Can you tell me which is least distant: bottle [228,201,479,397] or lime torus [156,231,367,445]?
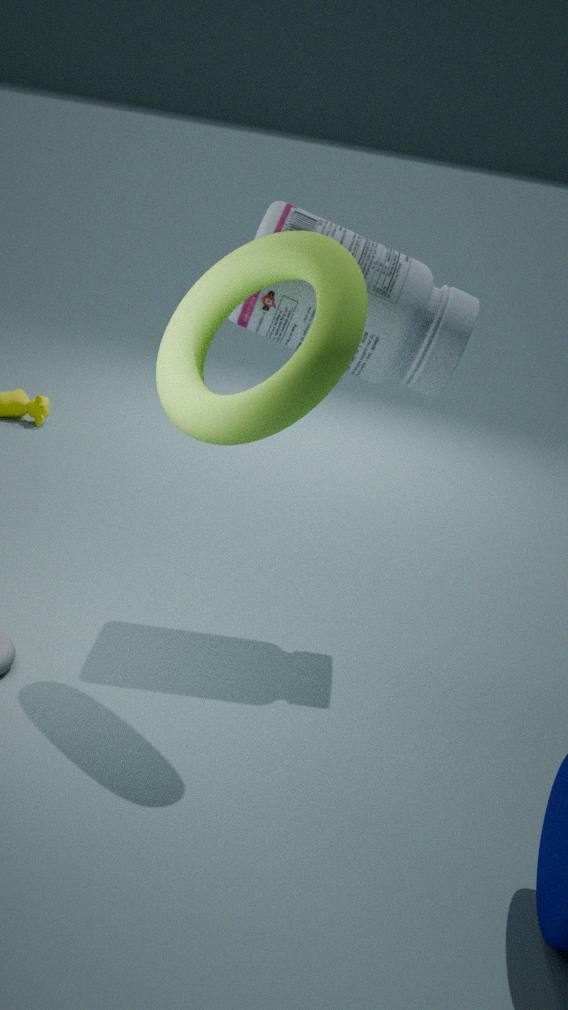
lime torus [156,231,367,445]
